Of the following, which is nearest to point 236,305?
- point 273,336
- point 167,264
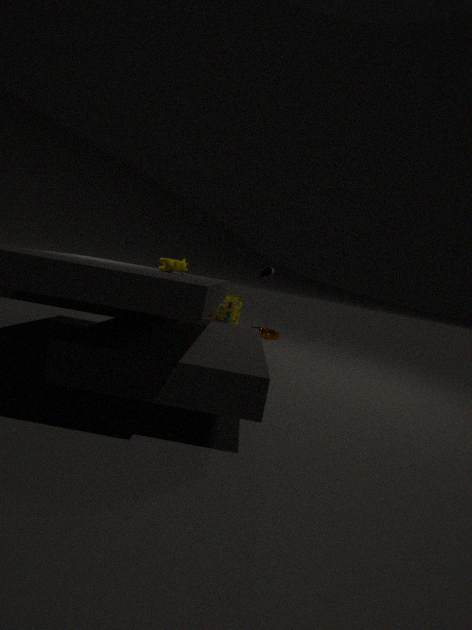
point 167,264
